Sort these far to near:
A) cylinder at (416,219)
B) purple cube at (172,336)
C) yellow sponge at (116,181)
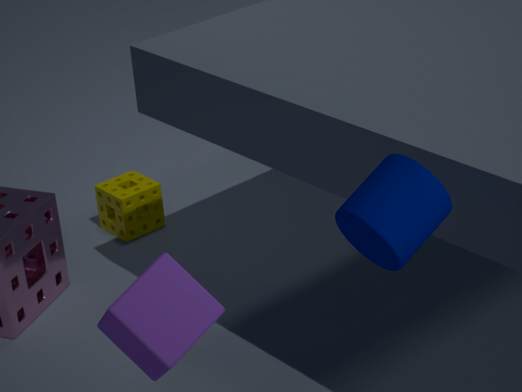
yellow sponge at (116,181), purple cube at (172,336), cylinder at (416,219)
